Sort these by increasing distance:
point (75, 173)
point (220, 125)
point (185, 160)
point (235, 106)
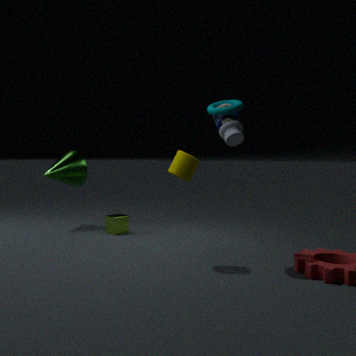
point (235, 106) < point (185, 160) < point (220, 125) < point (75, 173)
